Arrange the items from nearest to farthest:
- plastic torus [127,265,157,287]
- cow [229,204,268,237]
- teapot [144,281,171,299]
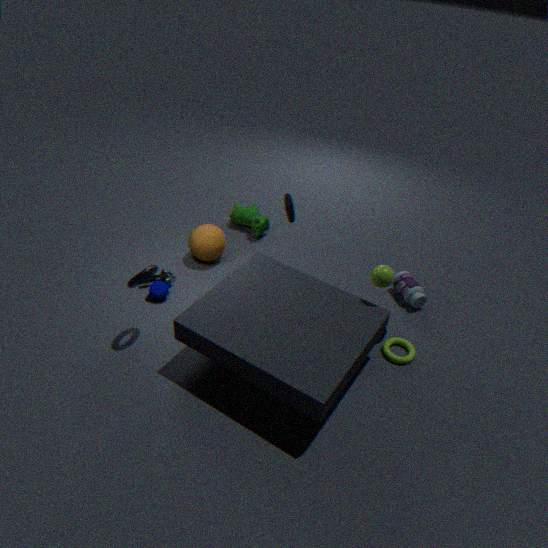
1. plastic torus [127,265,157,287]
2. teapot [144,281,171,299]
3. cow [229,204,268,237]
